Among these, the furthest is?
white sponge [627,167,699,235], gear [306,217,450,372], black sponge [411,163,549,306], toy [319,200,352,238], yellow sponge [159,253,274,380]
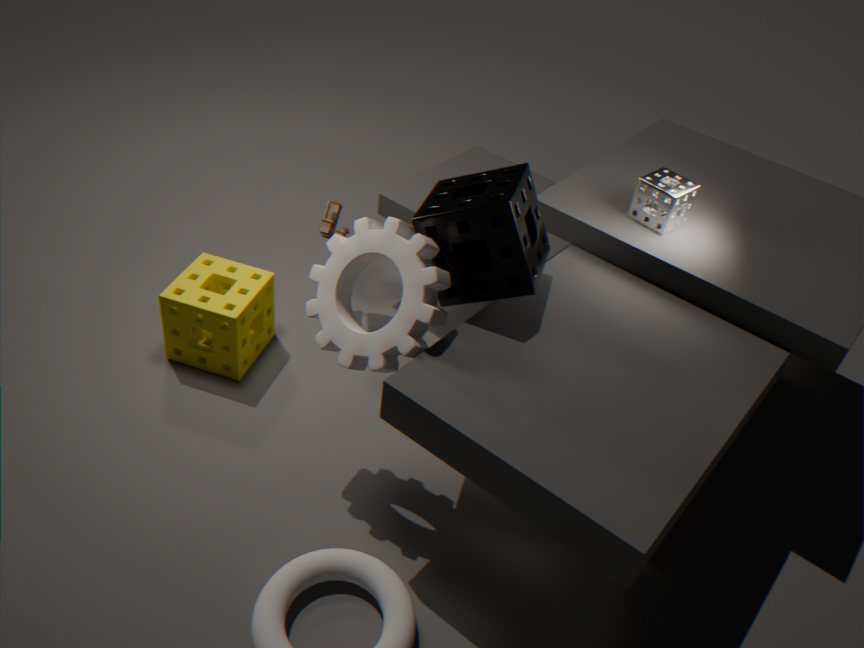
toy [319,200,352,238]
